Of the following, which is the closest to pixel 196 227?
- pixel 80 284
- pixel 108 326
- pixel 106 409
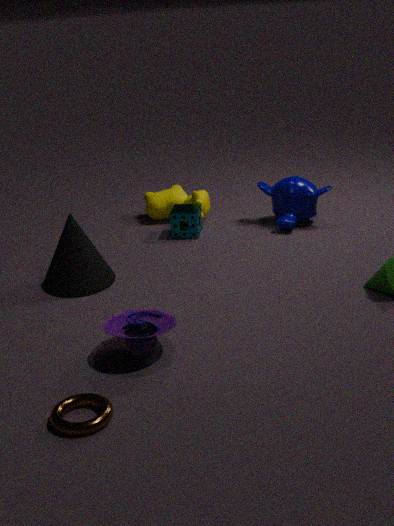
pixel 80 284
